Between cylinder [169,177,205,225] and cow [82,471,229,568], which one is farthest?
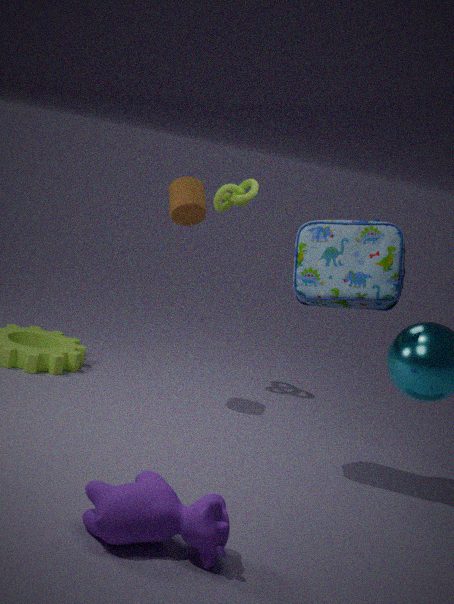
cylinder [169,177,205,225]
